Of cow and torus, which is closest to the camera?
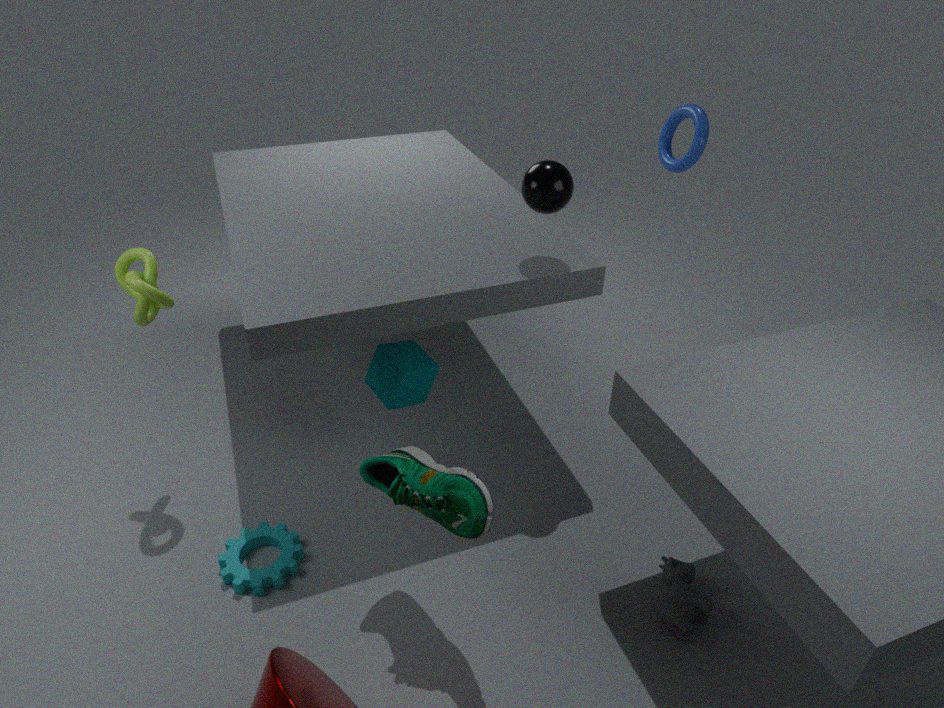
cow
